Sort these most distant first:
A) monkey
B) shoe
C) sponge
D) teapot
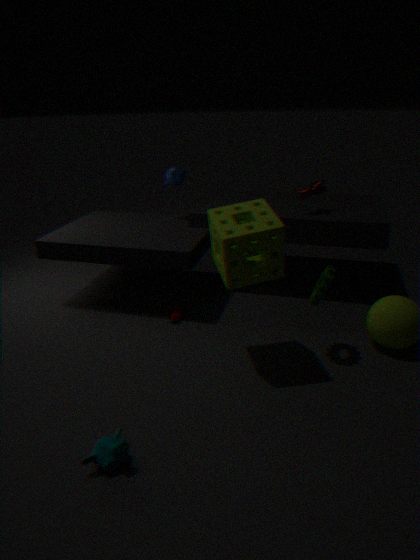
teapot
shoe
sponge
monkey
